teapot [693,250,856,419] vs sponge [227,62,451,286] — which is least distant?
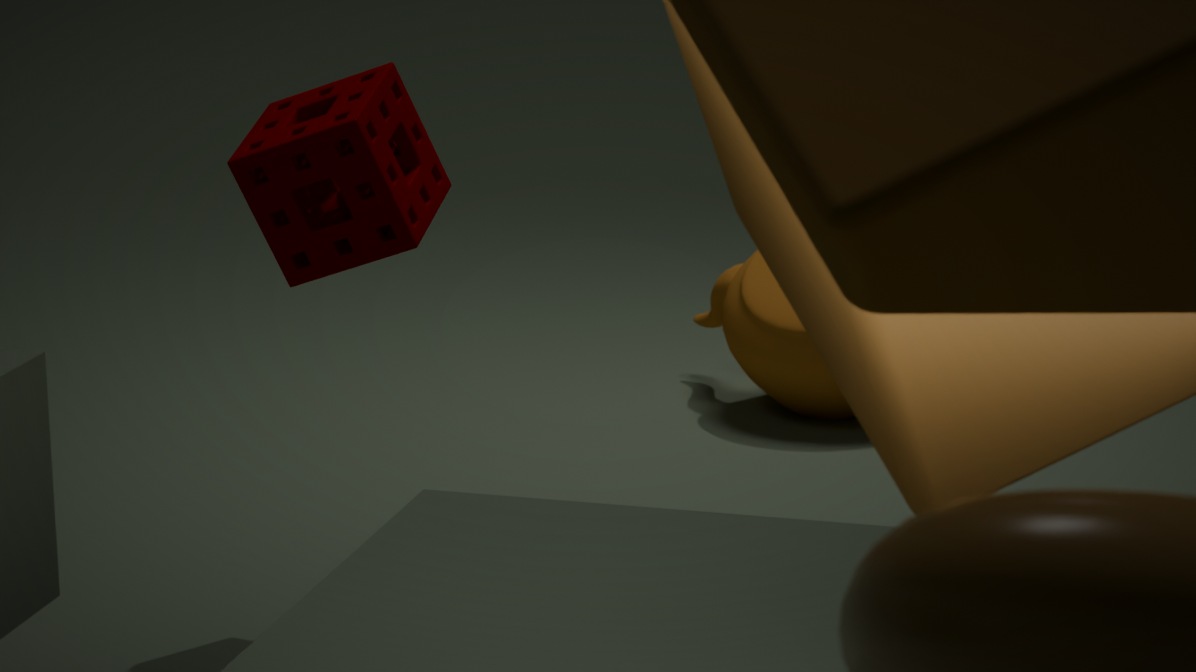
sponge [227,62,451,286]
